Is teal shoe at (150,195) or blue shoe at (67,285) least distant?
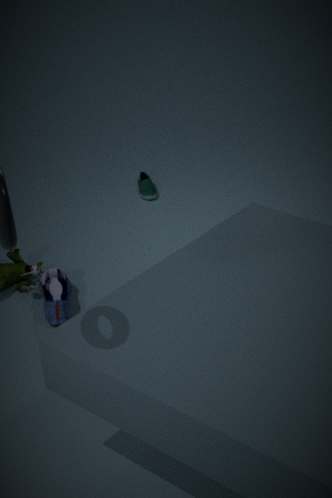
blue shoe at (67,285)
